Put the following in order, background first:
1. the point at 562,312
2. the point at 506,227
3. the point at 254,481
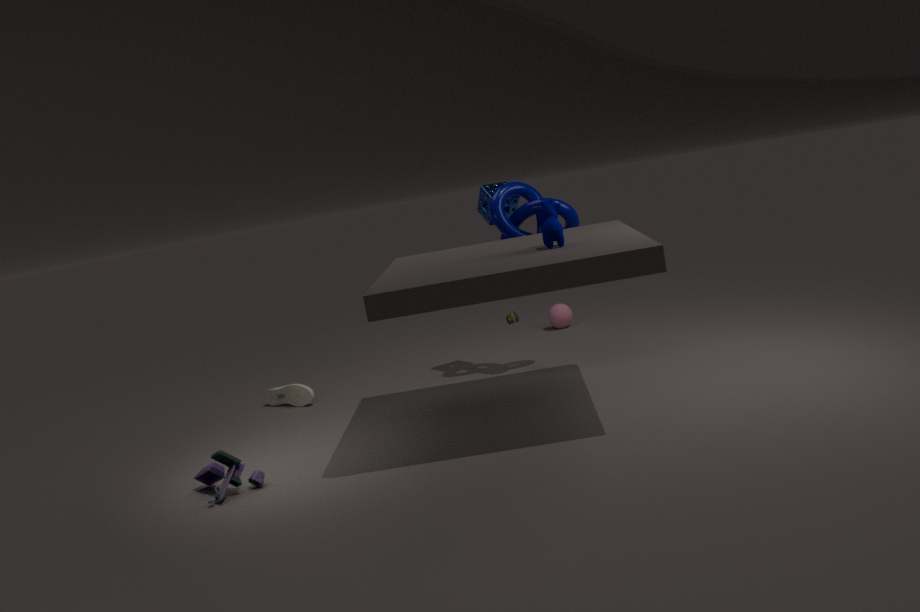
the point at 562,312 → the point at 506,227 → the point at 254,481
